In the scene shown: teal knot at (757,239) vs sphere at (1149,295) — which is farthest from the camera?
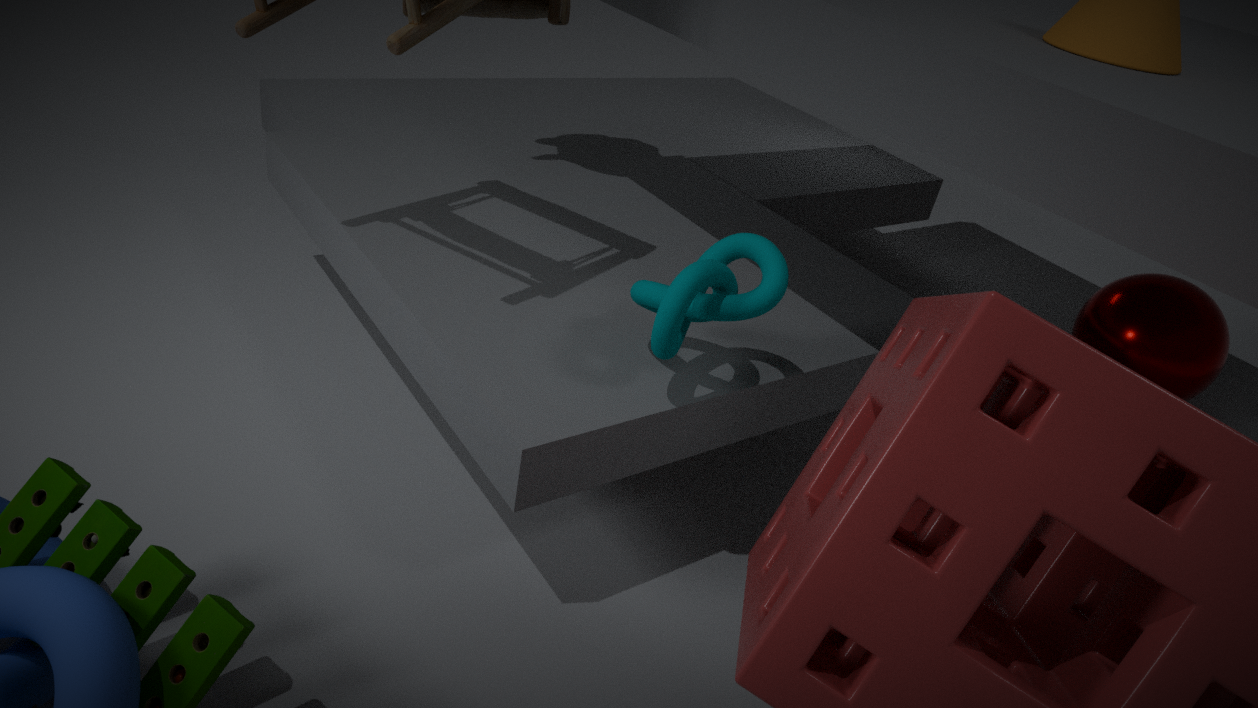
sphere at (1149,295)
